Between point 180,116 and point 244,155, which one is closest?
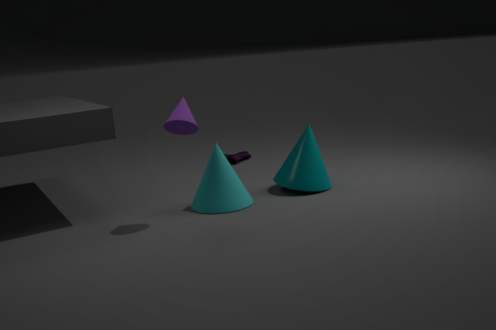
point 180,116
